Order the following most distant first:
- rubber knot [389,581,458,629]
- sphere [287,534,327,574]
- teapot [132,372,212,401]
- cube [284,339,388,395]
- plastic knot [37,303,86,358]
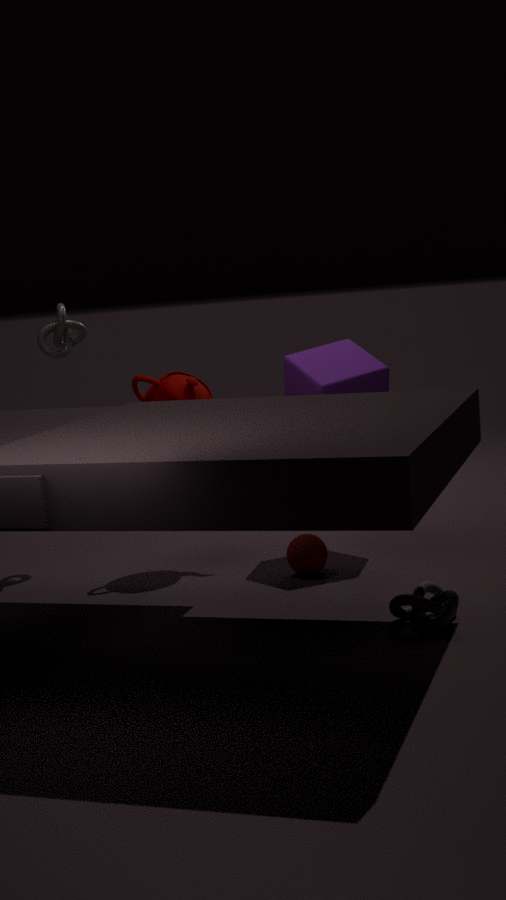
plastic knot [37,303,86,358]
teapot [132,372,212,401]
cube [284,339,388,395]
sphere [287,534,327,574]
rubber knot [389,581,458,629]
